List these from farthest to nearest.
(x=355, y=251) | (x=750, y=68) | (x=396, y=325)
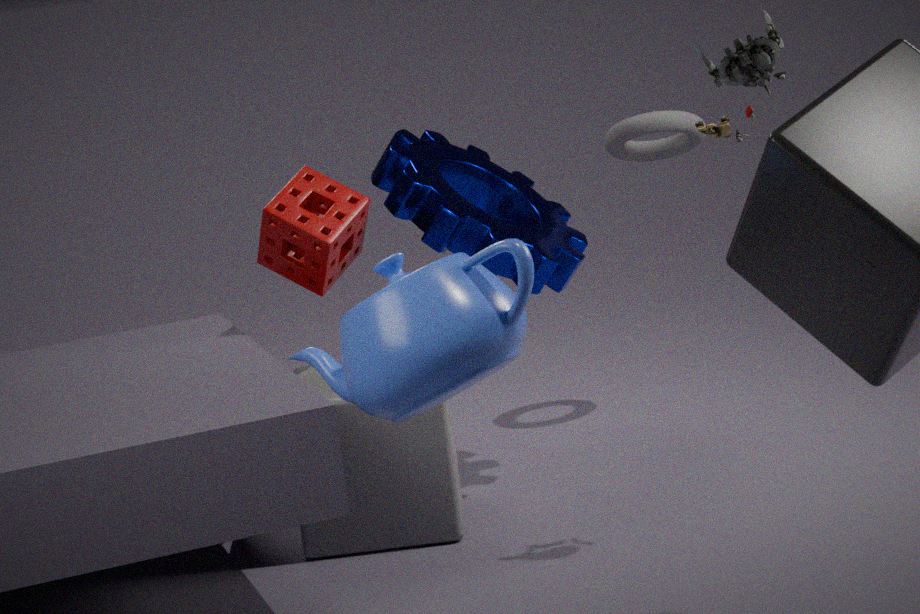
(x=355, y=251) → (x=750, y=68) → (x=396, y=325)
